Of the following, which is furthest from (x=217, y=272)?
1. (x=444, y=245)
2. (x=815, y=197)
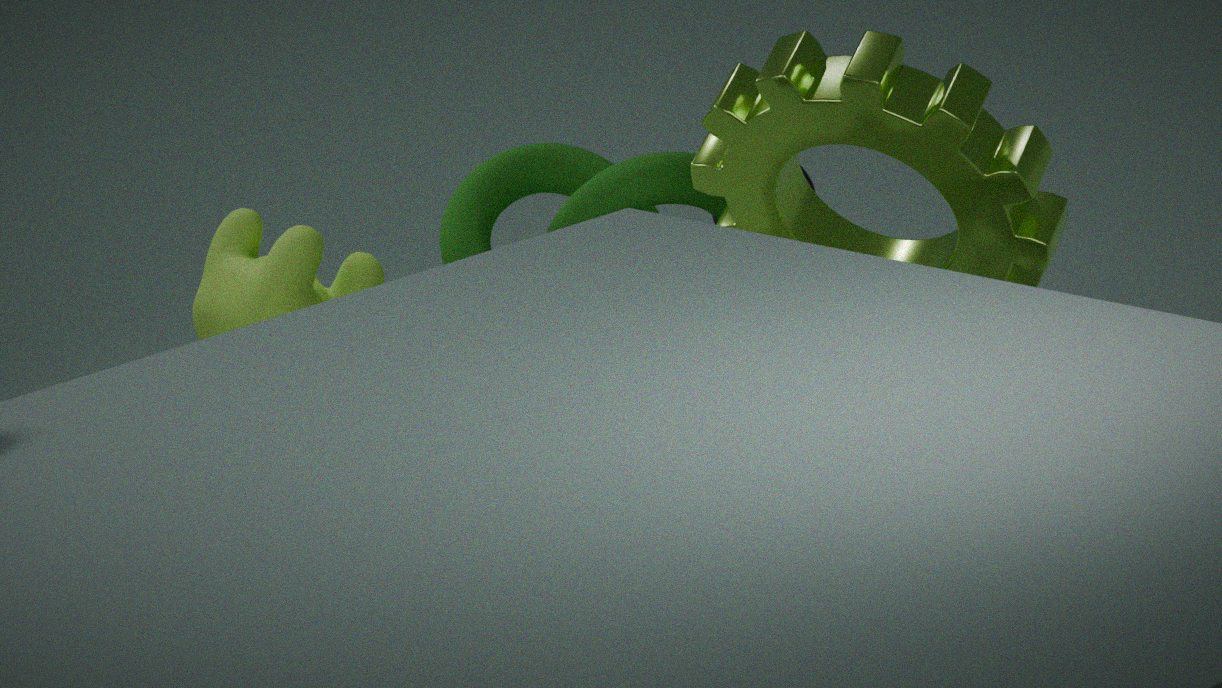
(x=815, y=197)
